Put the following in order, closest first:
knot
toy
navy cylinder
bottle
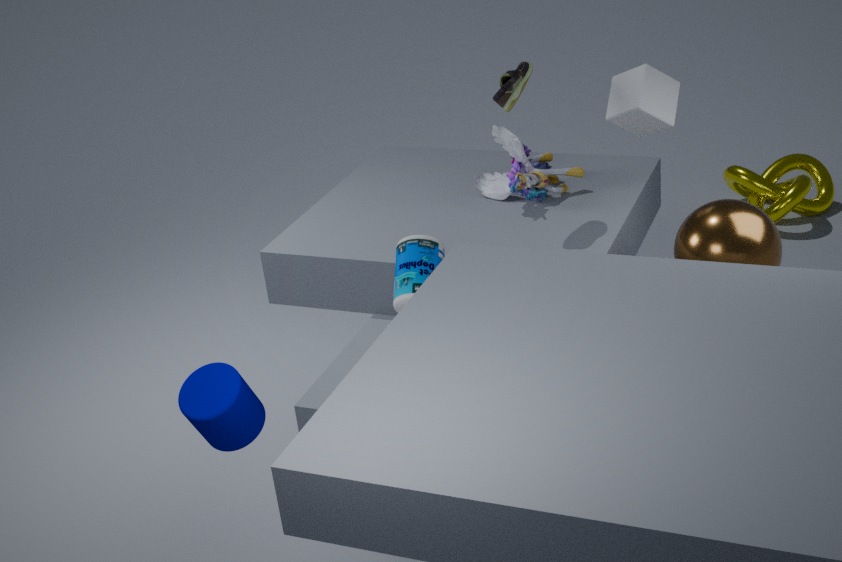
navy cylinder → bottle → toy → knot
